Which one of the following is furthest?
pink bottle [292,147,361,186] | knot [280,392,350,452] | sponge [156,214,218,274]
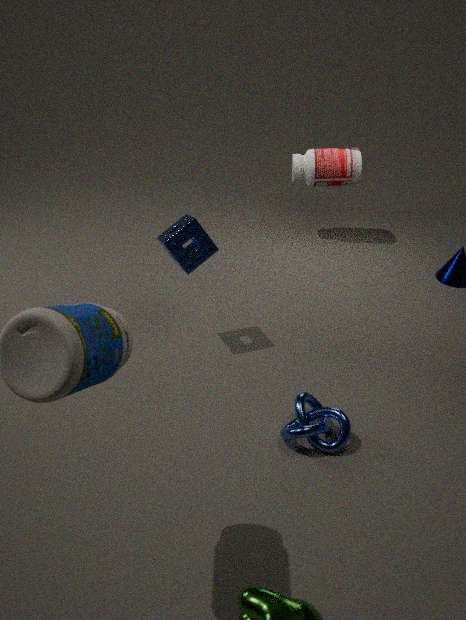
pink bottle [292,147,361,186]
